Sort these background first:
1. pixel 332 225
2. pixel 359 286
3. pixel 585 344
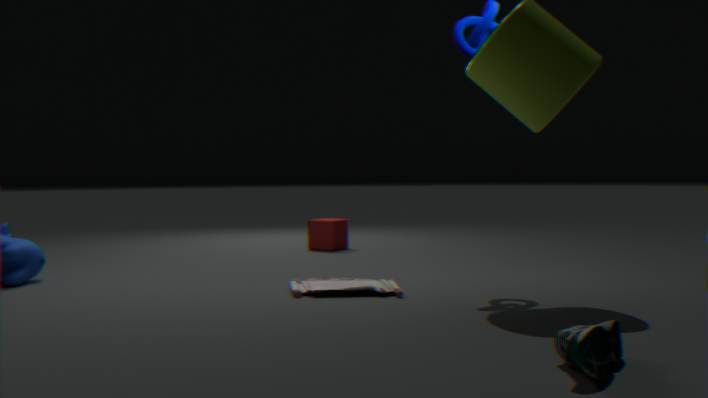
pixel 332 225 → pixel 359 286 → pixel 585 344
